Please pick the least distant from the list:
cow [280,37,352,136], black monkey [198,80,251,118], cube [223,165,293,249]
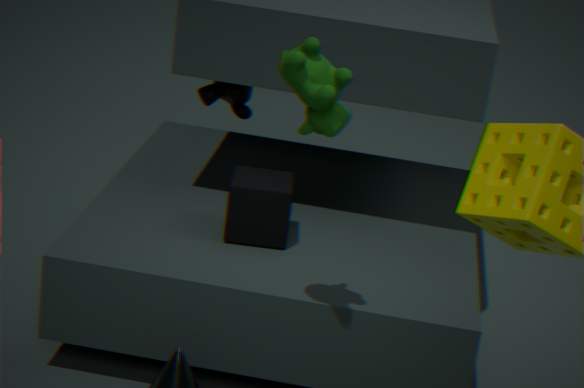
cow [280,37,352,136]
